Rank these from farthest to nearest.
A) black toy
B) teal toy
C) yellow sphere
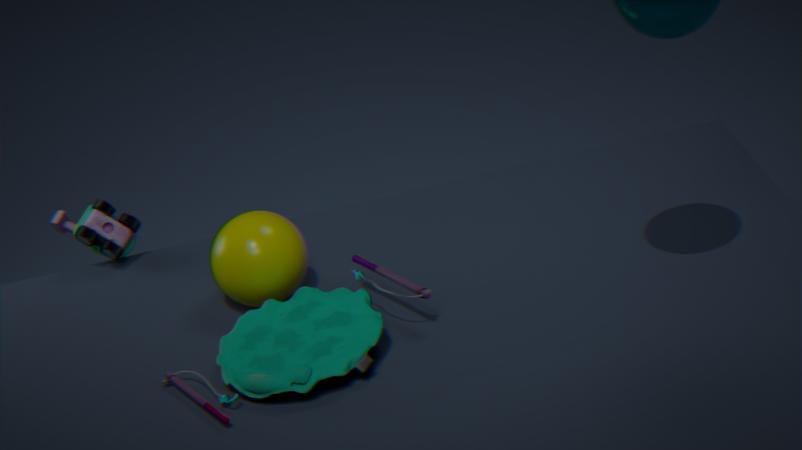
black toy < yellow sphere < teal toy
